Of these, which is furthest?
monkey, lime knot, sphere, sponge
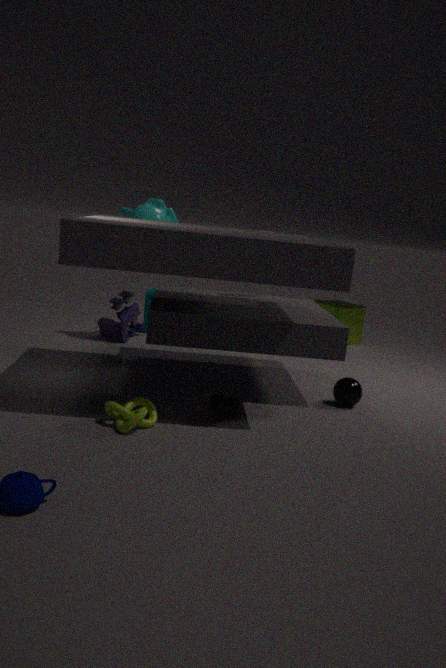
sponge
